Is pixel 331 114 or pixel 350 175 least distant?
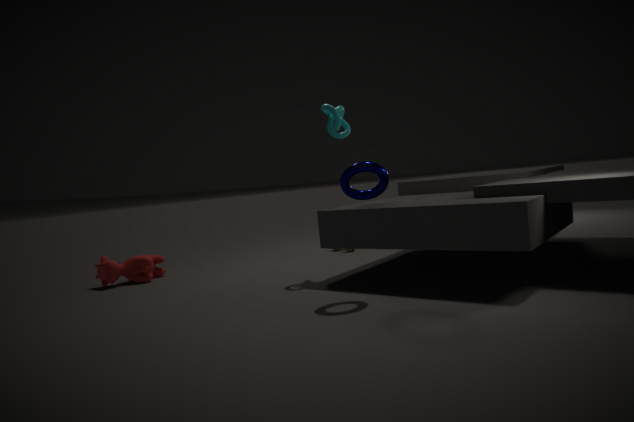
pixel 350 175
